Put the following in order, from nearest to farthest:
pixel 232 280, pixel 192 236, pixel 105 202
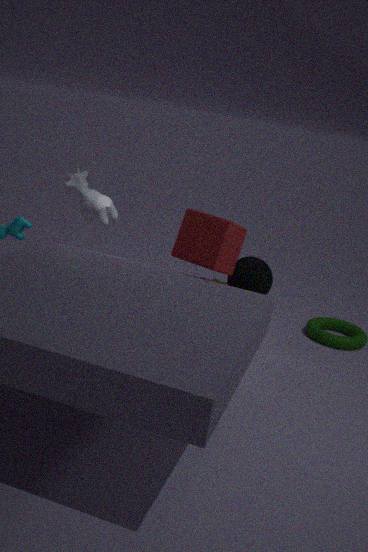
1. pixel 192 236
2. pixel 232 280
3. pixel 105 202
